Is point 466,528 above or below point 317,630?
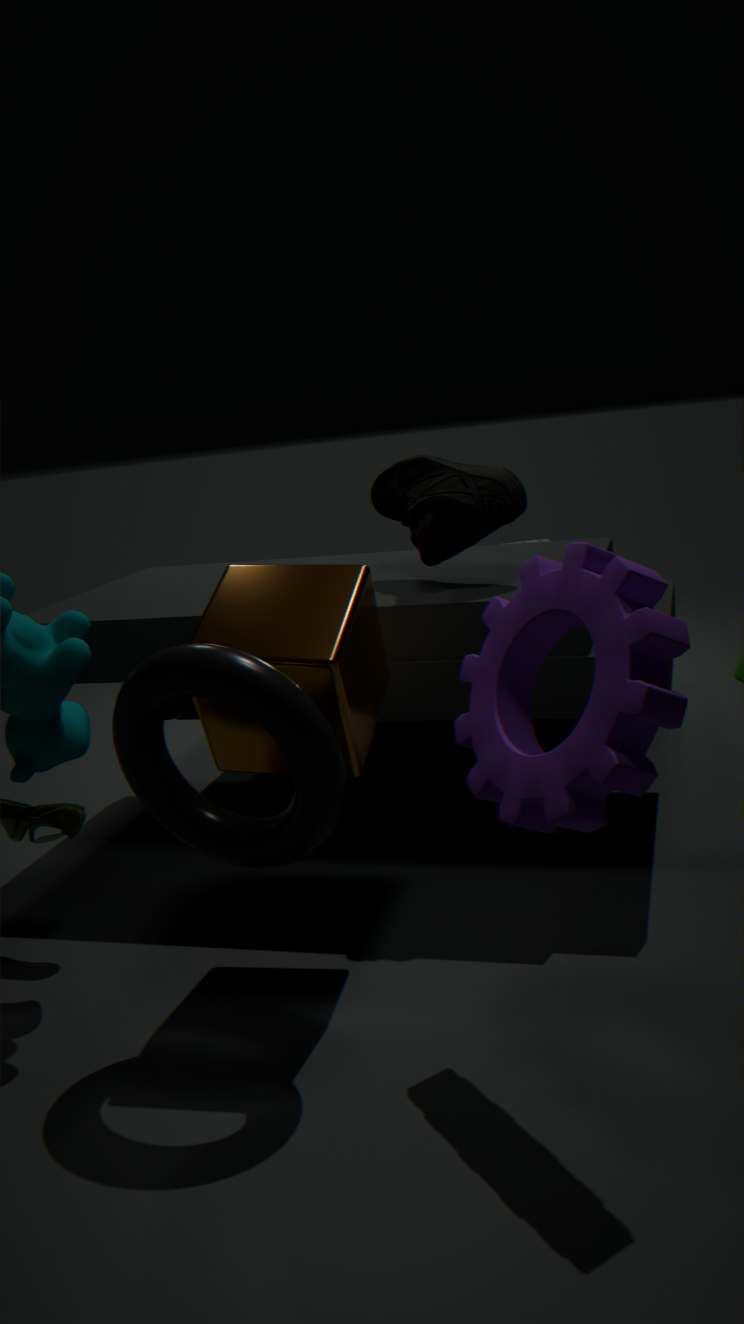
above
